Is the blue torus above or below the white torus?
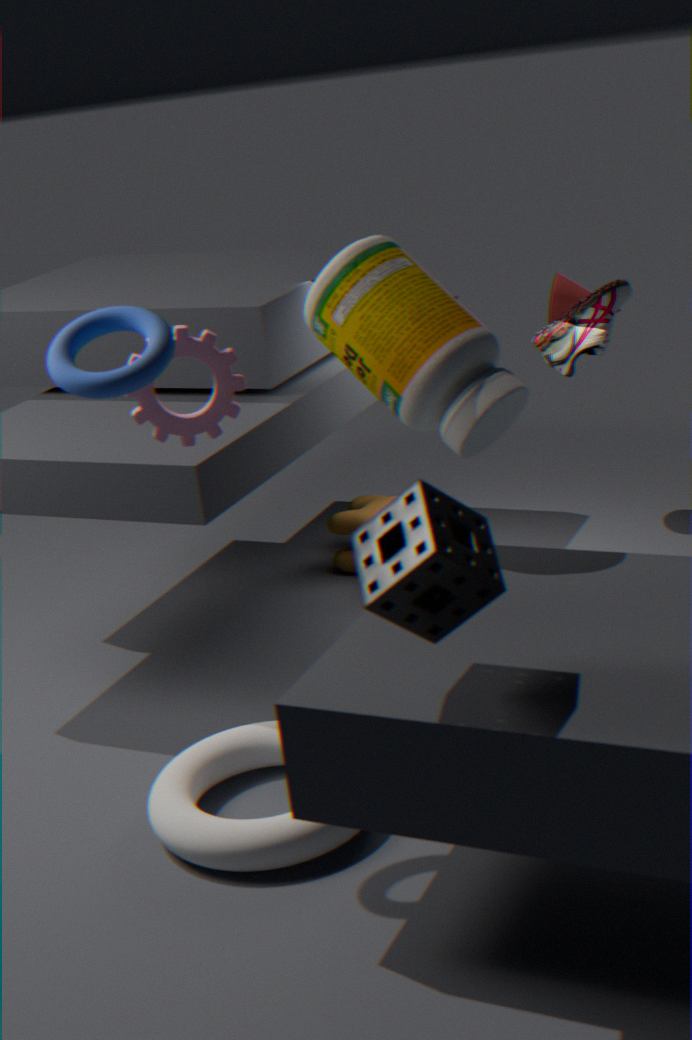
above
